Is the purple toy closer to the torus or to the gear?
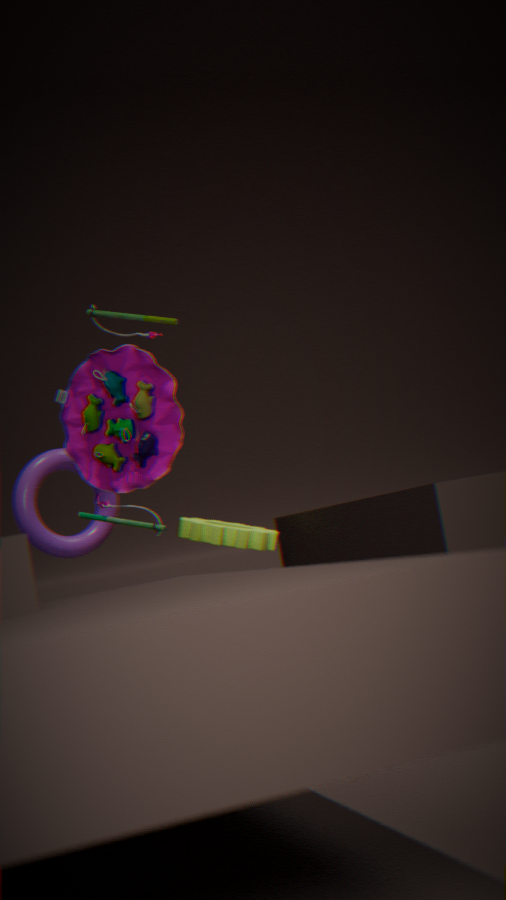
the torus
